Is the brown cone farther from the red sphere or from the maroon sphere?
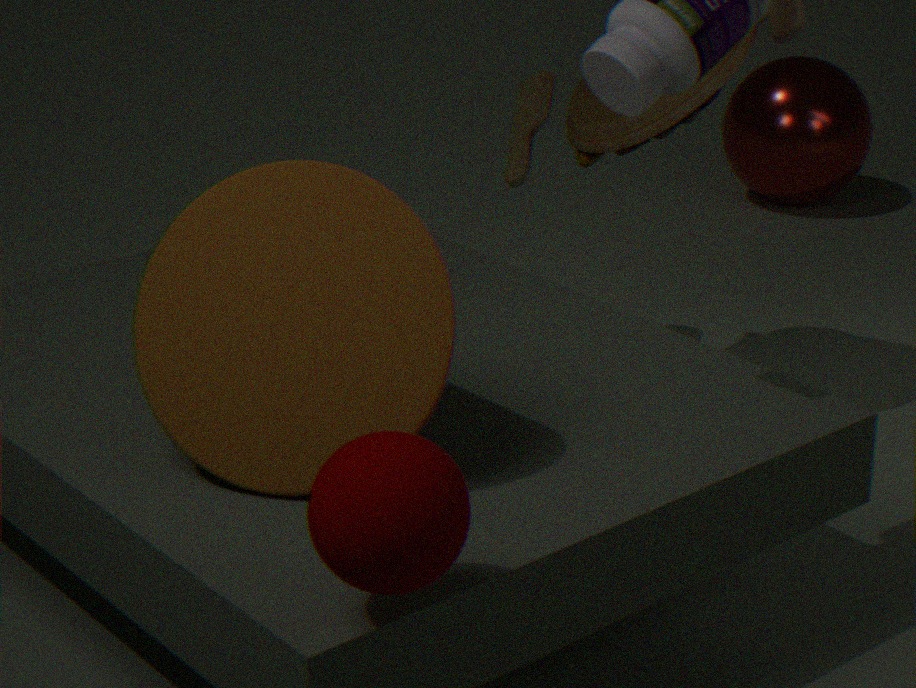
the red sphere
